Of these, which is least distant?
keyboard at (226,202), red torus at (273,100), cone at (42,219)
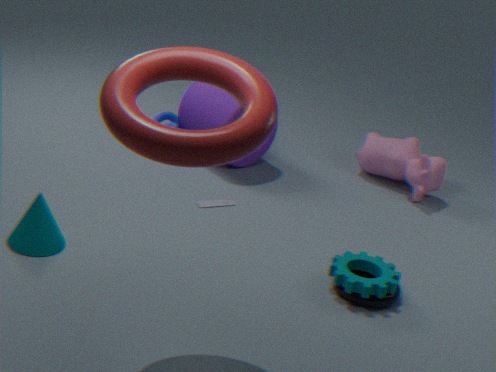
red torus at (273,100)
